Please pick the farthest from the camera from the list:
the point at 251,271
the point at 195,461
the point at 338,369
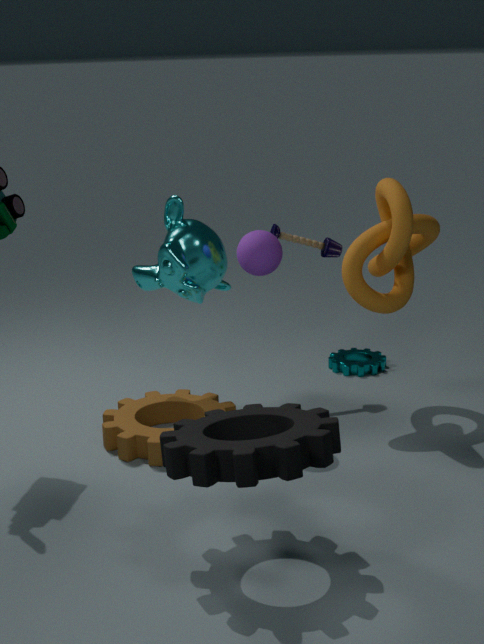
the point at 338,369
